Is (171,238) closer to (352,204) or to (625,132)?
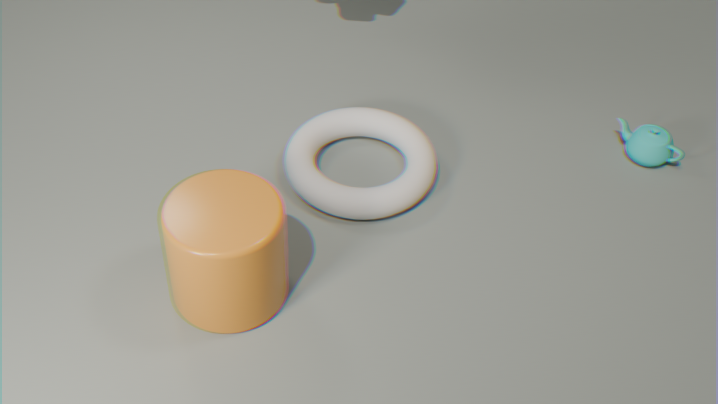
(352,204)
